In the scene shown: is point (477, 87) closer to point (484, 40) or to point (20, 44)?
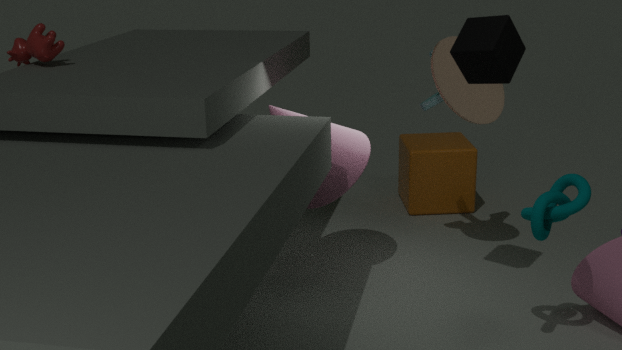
point (484, 40)
